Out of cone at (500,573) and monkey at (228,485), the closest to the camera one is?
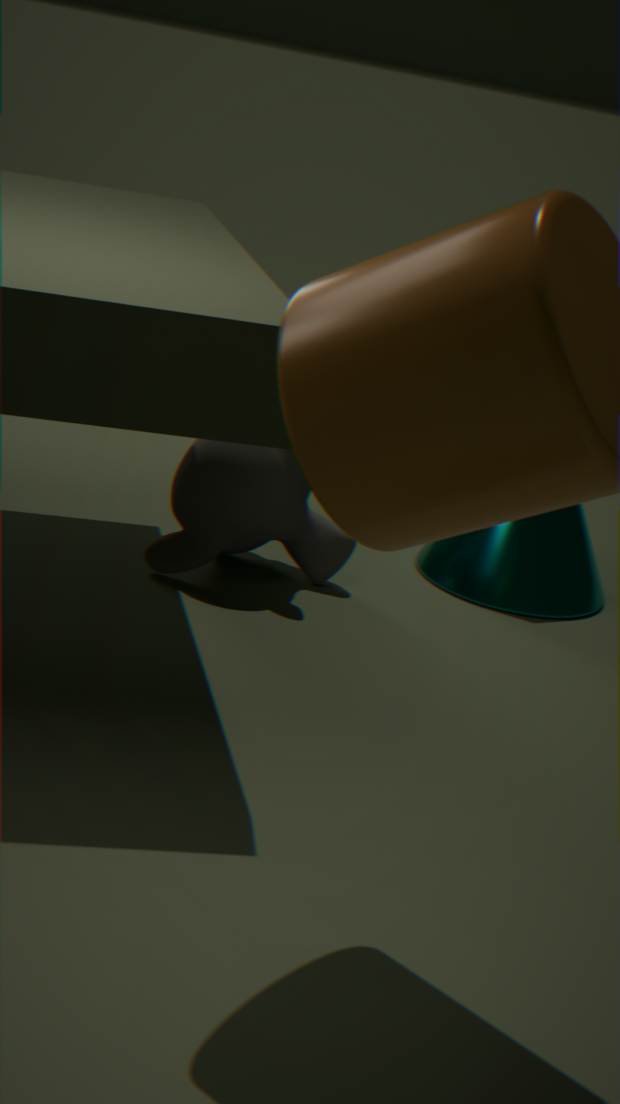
monkey at (228,485)
